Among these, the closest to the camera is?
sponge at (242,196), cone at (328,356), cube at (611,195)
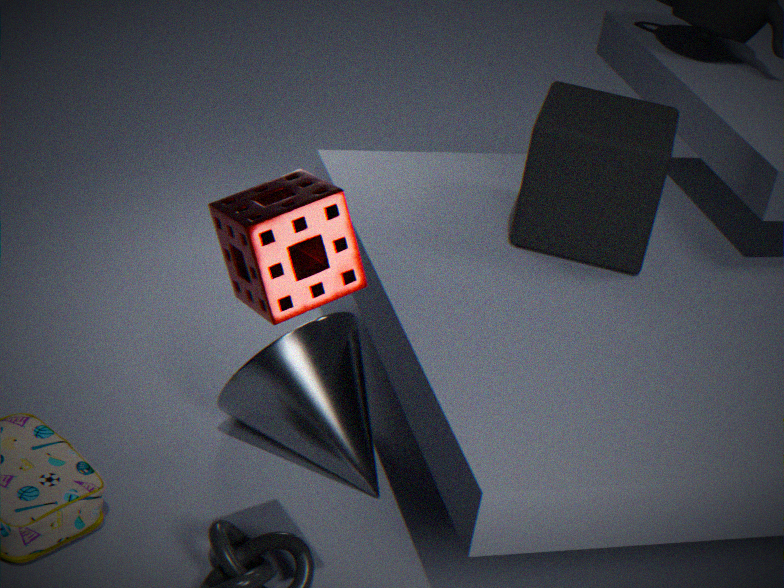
sponge at (242,196)
